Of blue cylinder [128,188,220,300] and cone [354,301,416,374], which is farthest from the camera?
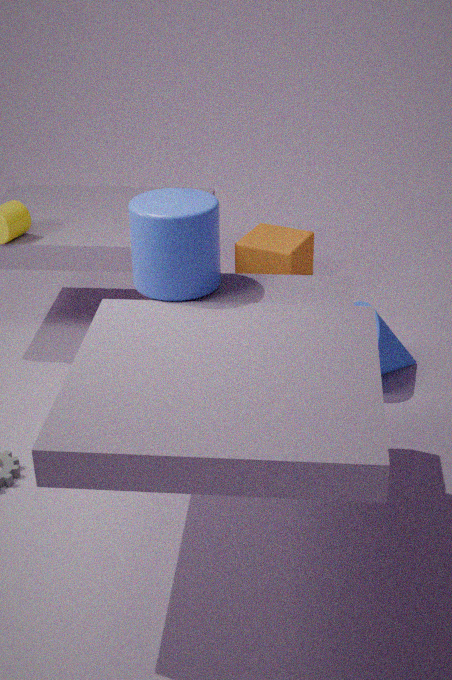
cone [354,301,416,374]
